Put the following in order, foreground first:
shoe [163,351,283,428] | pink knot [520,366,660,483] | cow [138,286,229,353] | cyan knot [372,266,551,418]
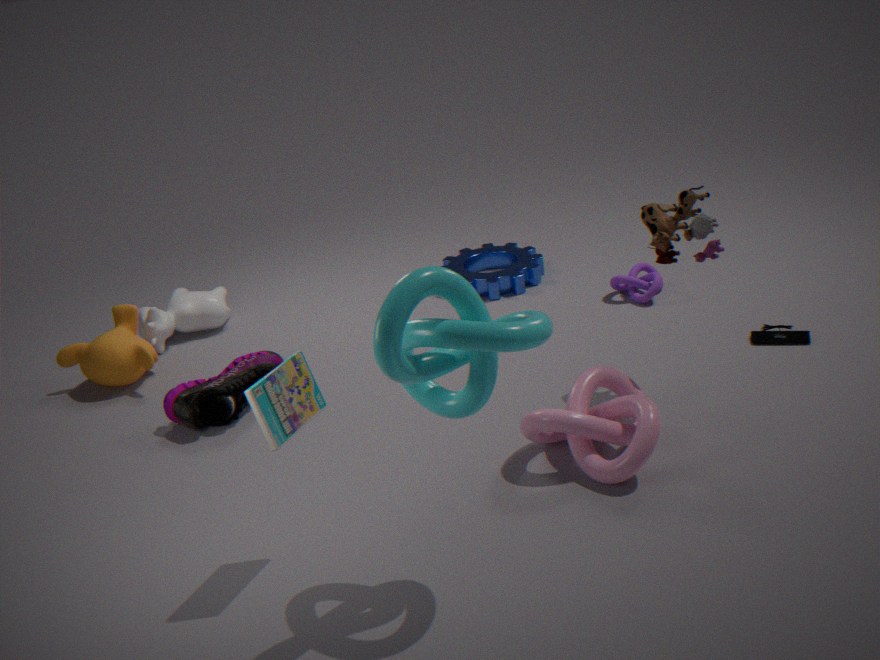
cyan knot [372,266,551,418] < pink knot [520,366,660,483] < shoe [163,351,283,428] < cow [138,286,229,353]
